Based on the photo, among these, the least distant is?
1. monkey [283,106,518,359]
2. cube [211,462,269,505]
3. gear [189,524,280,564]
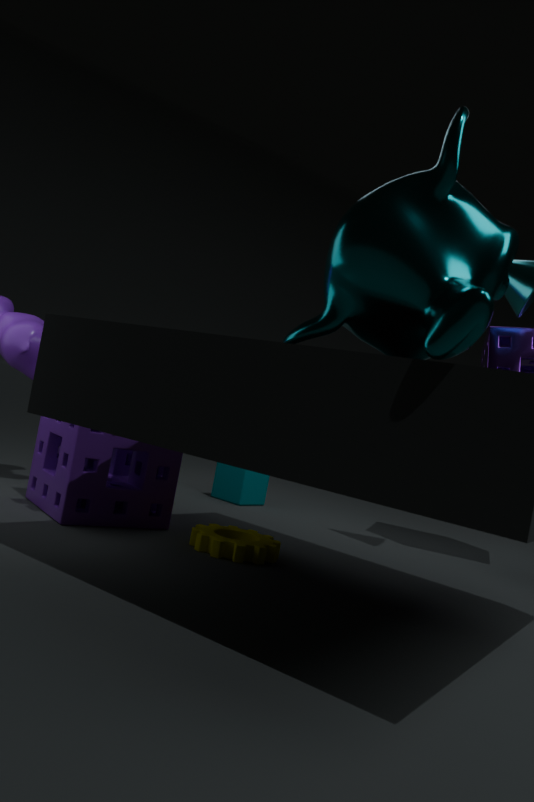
monkey [283,106,518,359]
